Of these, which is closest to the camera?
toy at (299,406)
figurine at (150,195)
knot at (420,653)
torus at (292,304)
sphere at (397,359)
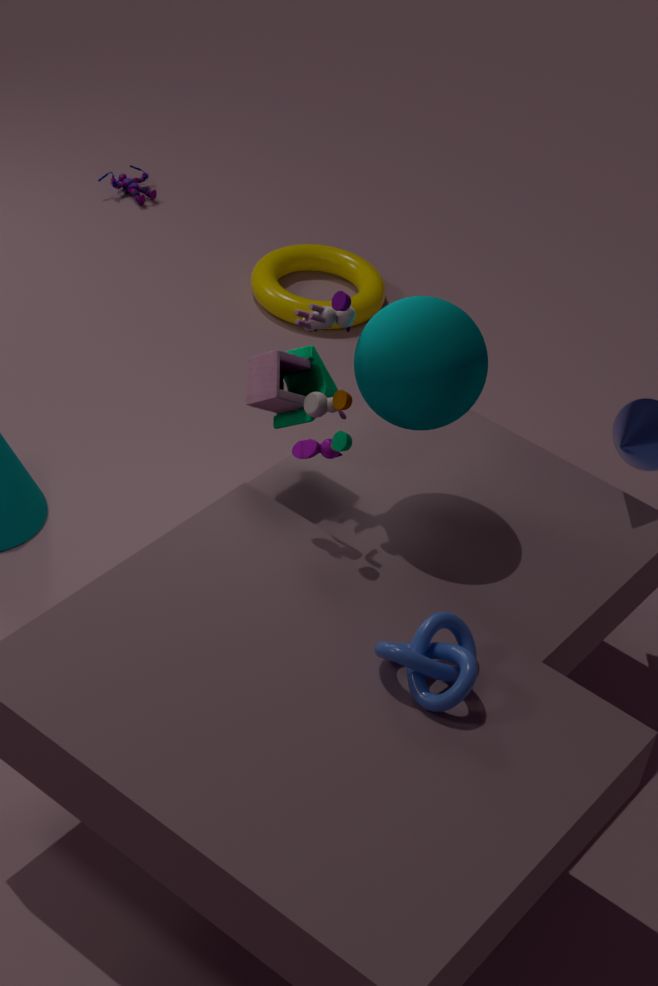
knot at (420,653)
